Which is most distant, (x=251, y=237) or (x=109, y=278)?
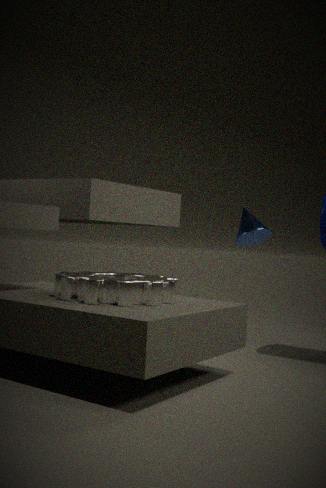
(x=251, y=237)
